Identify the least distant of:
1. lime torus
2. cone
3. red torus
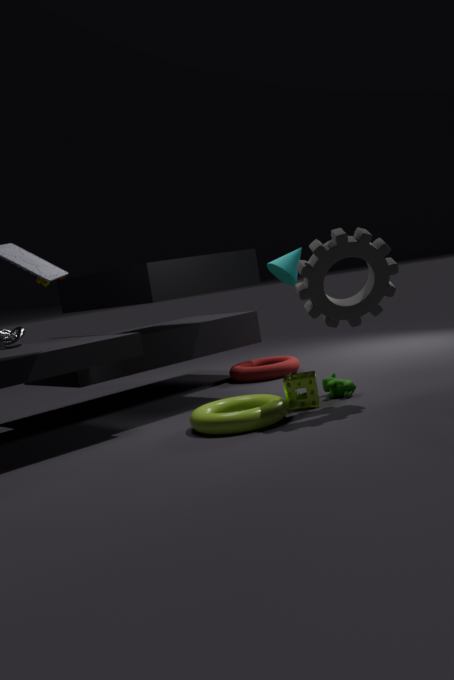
lime torus
